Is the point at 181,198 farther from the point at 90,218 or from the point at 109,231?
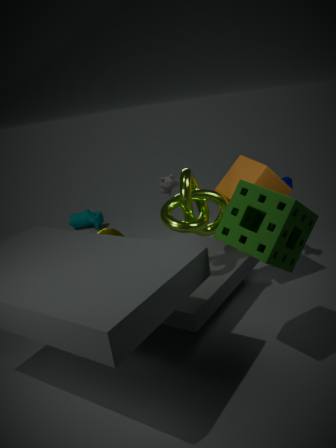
the point at 90,218
